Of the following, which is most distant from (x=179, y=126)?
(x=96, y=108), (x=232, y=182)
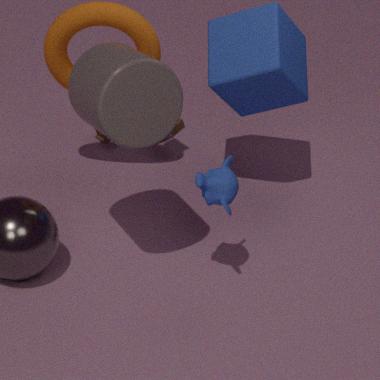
(x=96, y=108)
